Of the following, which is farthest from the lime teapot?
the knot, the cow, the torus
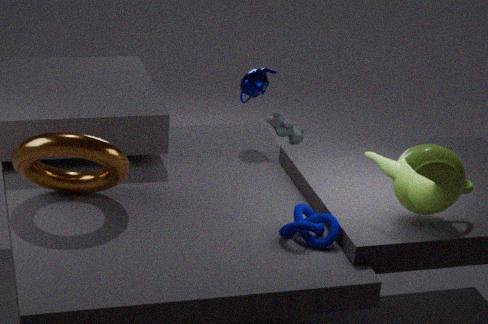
the cow
